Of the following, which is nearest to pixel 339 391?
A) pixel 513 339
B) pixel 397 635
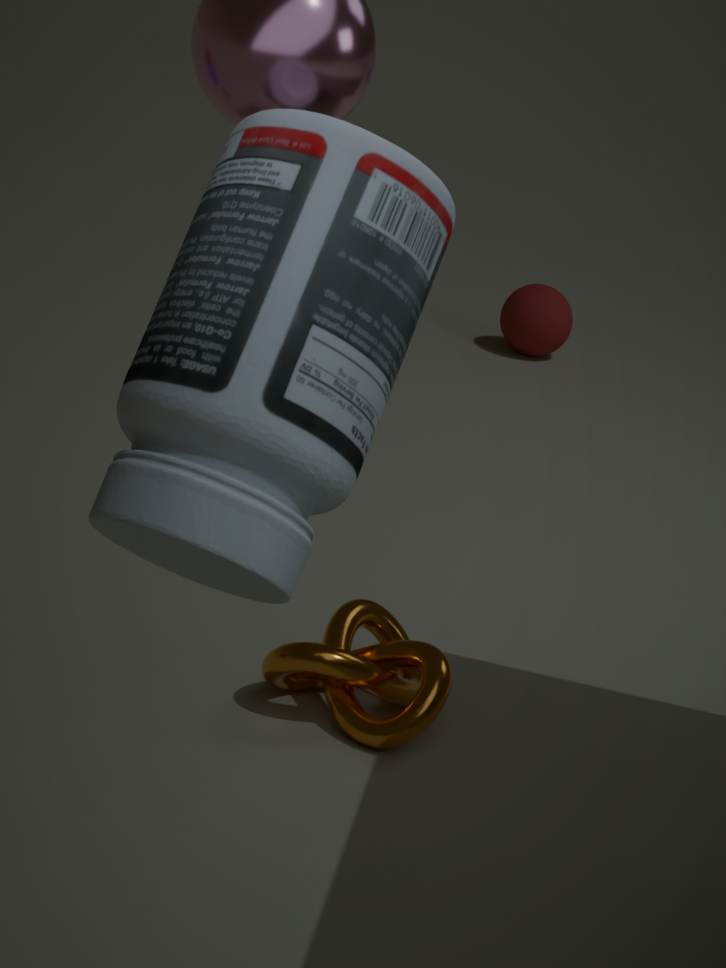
pixel 397 635
